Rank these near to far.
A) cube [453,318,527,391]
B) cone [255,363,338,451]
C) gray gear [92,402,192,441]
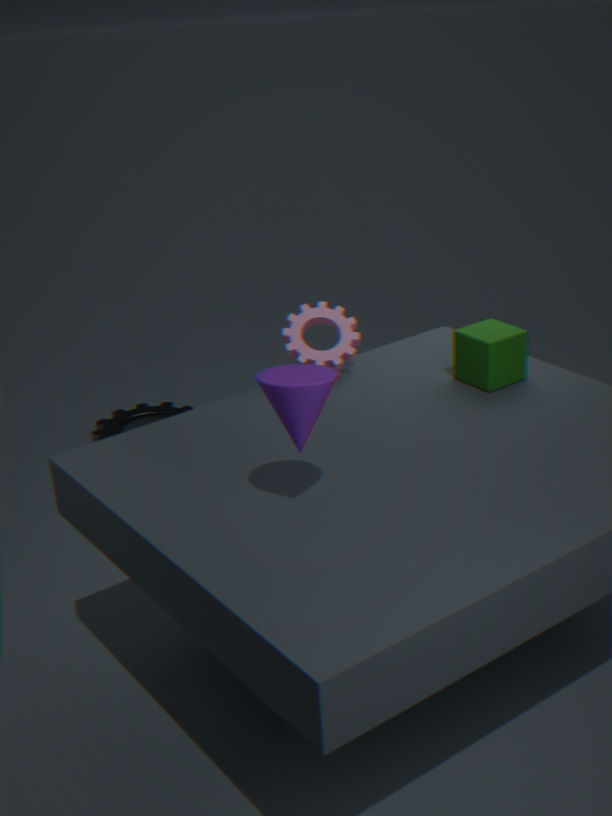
cone [255,363,338,451] < cube [453,318,527,391] < gray gear [92,402,192,441]
